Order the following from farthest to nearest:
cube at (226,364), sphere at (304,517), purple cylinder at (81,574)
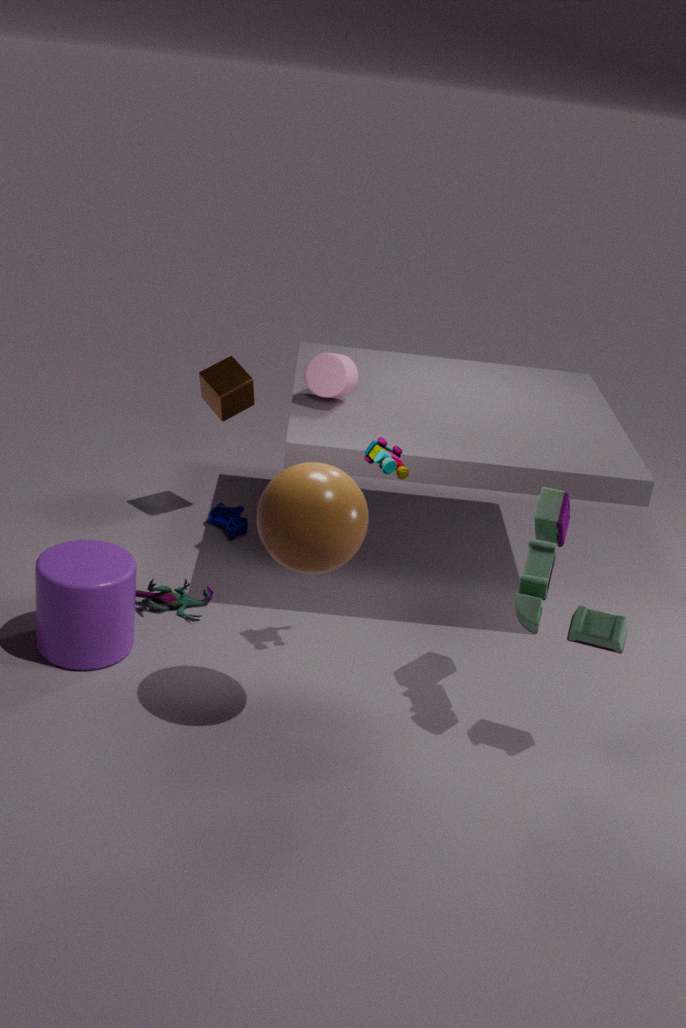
1. cube at (226,364)
2. purple cylinder at (81,574)
3. sphere at (304,517)
